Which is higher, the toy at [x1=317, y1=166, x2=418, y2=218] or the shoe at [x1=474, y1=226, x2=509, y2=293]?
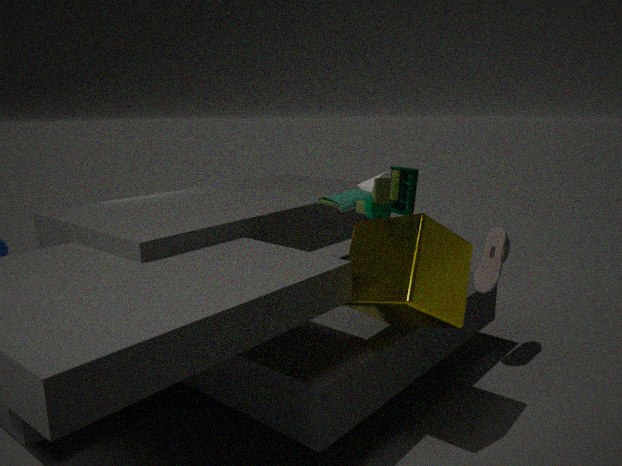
the toy at [x1=317, y1=166, x2=418, y2=218]
